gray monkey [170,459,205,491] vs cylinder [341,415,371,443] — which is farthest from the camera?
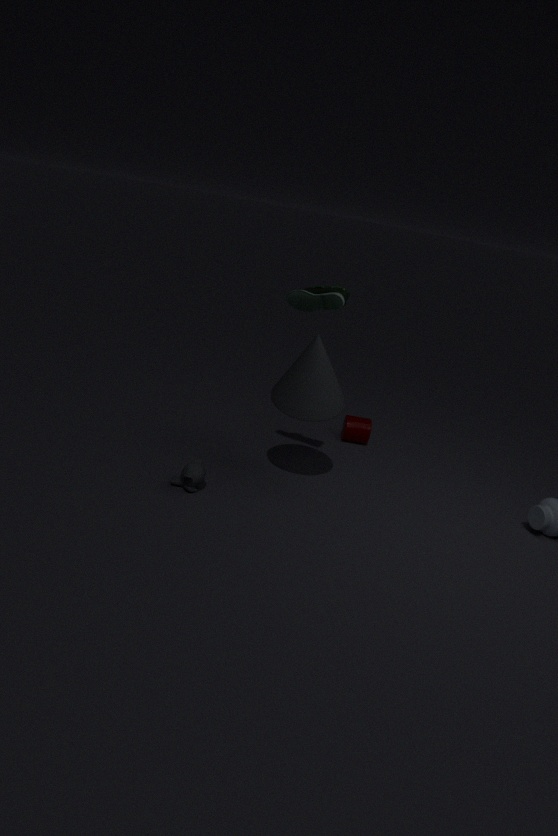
cylinder [341,415,371,443]
